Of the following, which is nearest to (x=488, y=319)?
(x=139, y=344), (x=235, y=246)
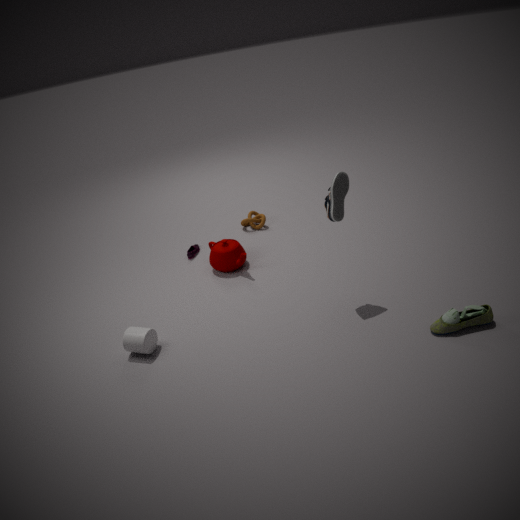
(x=235, y=246)
